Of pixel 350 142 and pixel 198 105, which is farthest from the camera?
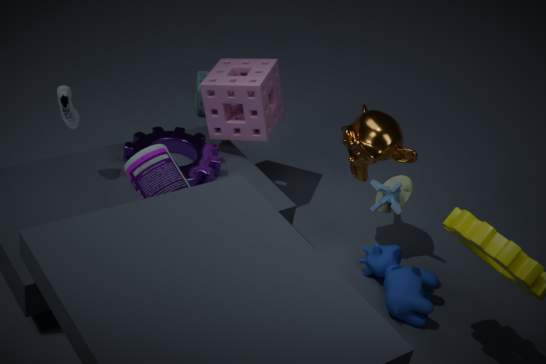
pixel 198 105
